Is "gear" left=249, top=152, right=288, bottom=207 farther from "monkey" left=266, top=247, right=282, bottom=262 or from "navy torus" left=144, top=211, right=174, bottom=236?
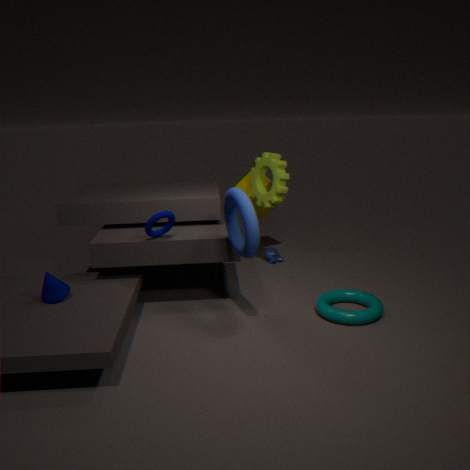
"navy torus" left=144, top=211, right=174, bottom=236
